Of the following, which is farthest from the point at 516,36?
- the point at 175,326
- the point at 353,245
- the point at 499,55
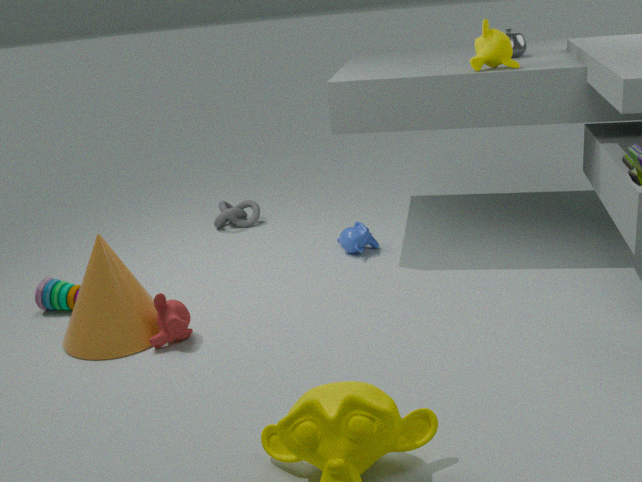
the point at 175,326
